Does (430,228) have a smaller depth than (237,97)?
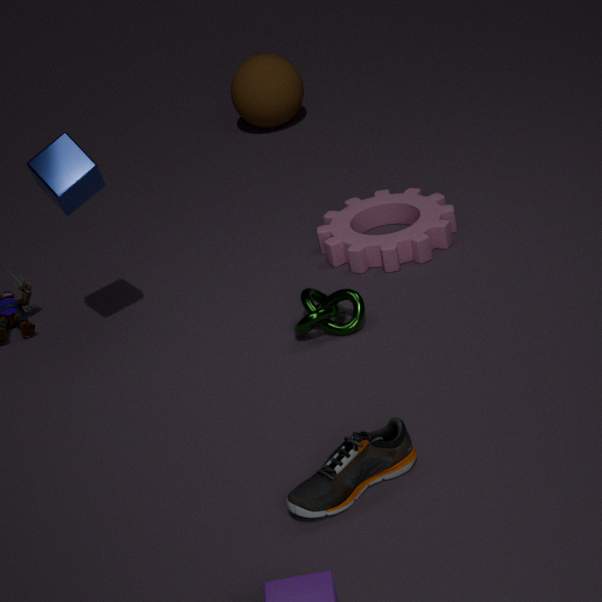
Yes
